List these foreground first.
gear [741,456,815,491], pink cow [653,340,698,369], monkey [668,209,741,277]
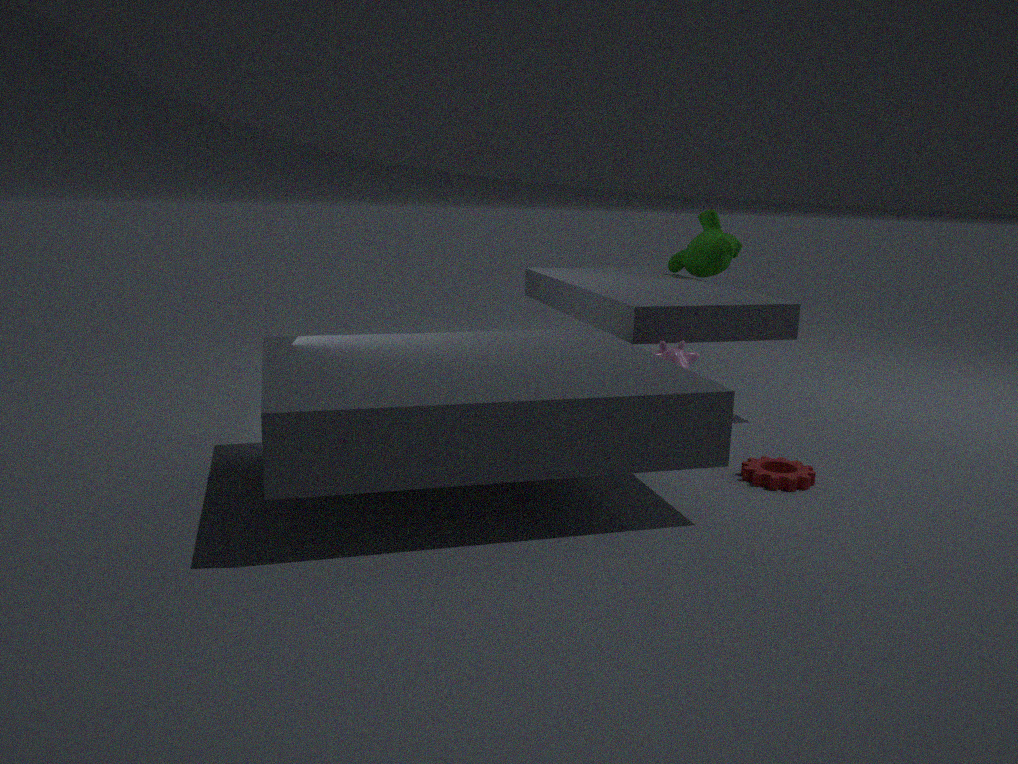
gear [741,456,815,491], pink cow [653,340,698,369], monkey [668,209,741,277]
